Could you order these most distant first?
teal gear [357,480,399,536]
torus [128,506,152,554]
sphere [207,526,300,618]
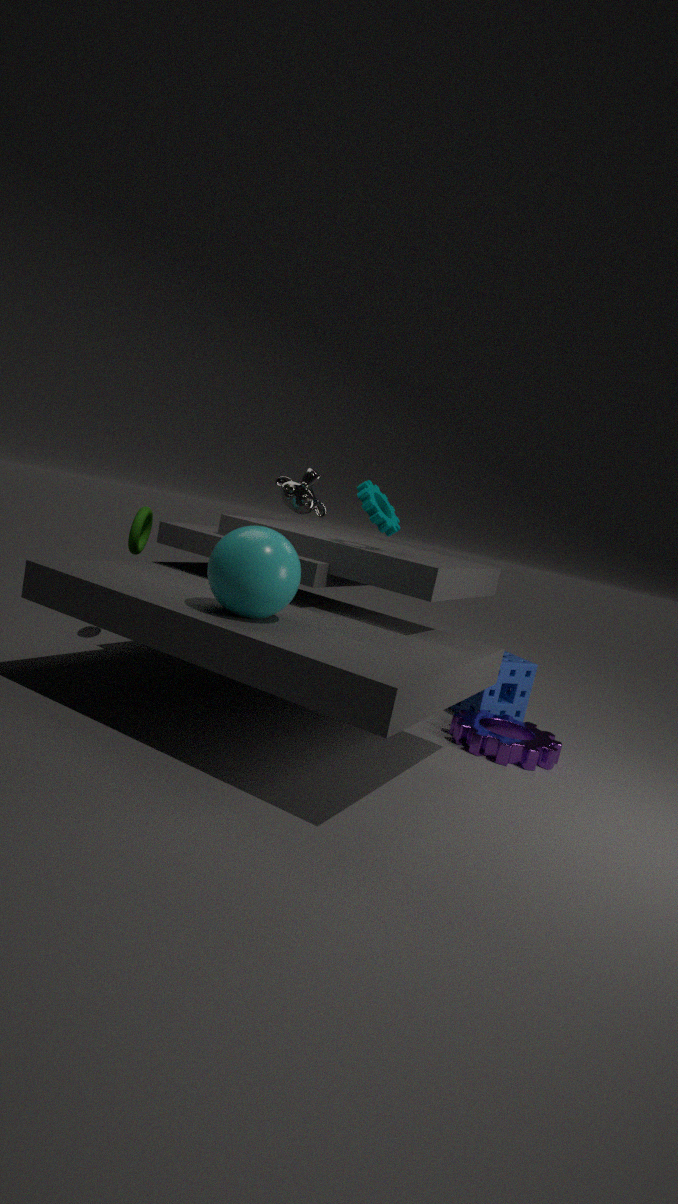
torus [128,506,152,554]
teal gear [357,480,399,536]
sphere [207,526,300,618]
